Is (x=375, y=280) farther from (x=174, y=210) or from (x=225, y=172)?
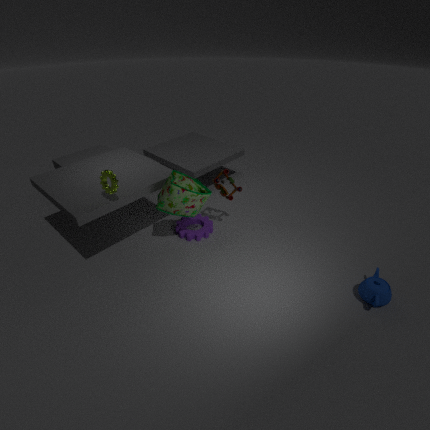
(x=174, y=210)
